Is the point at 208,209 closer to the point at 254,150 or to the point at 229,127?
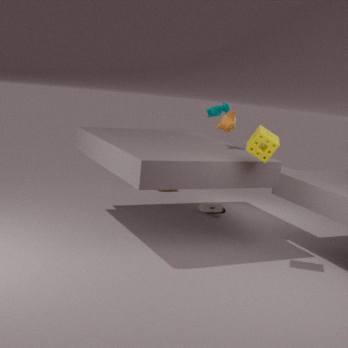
the point at 229,127
